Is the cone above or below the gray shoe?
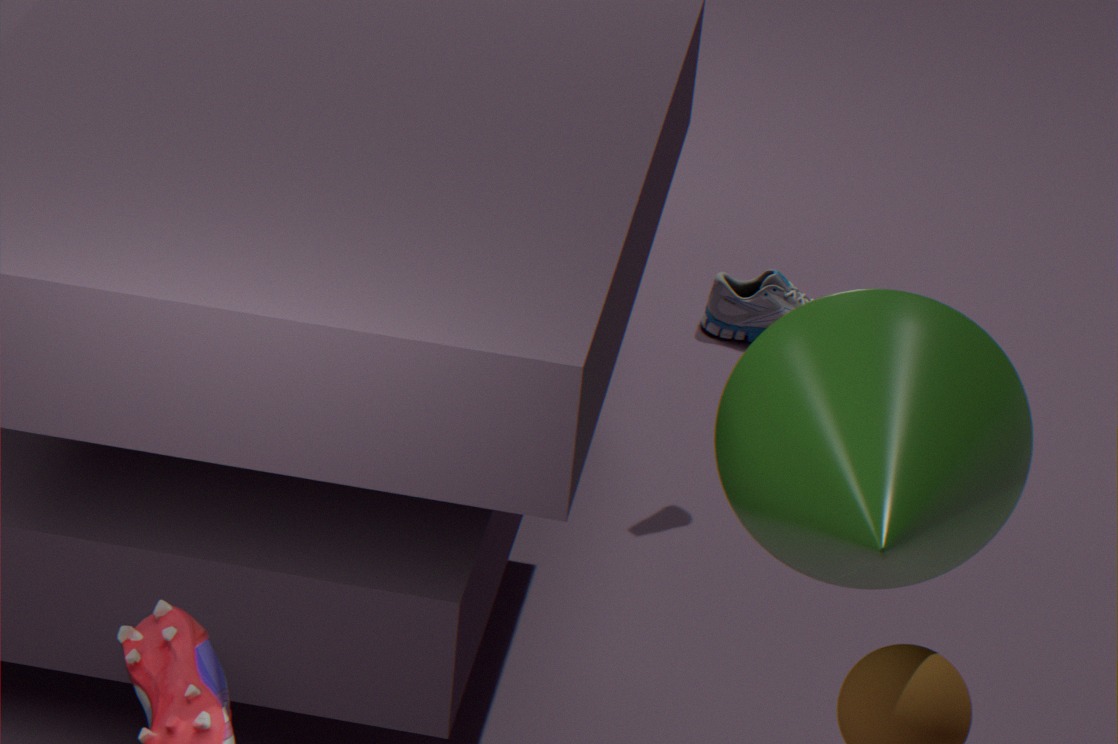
above
